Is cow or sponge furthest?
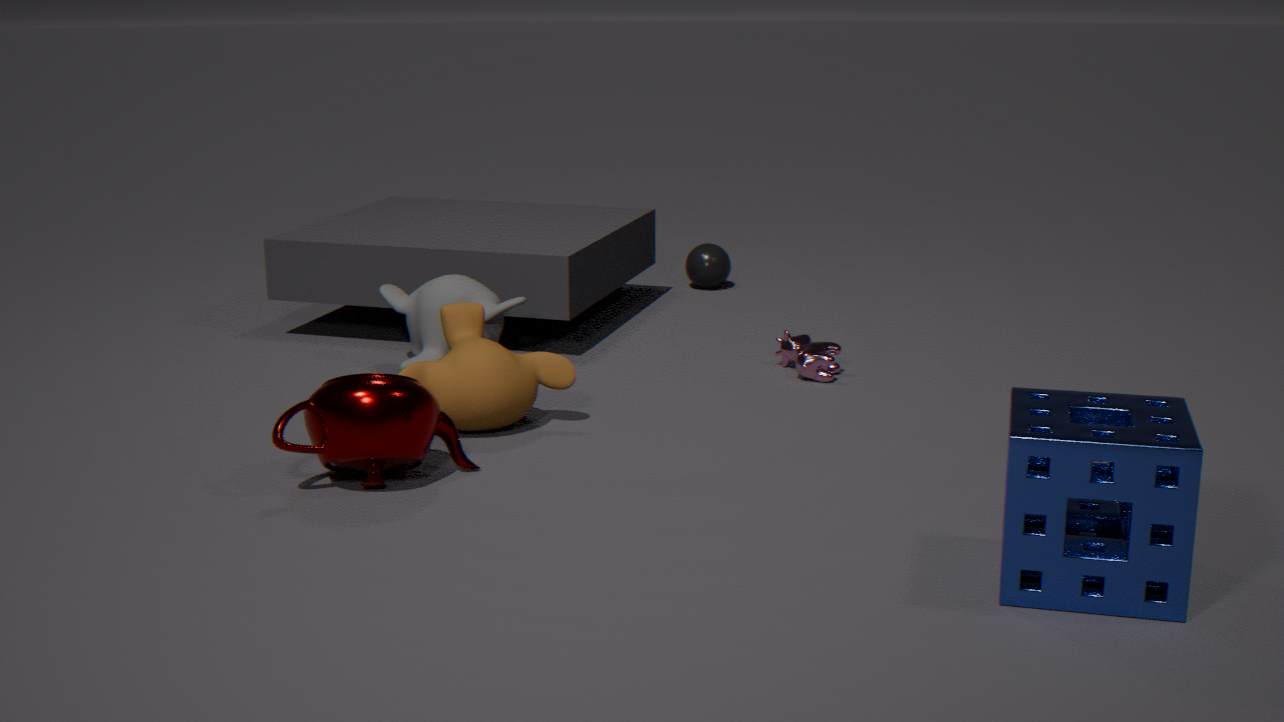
cow
